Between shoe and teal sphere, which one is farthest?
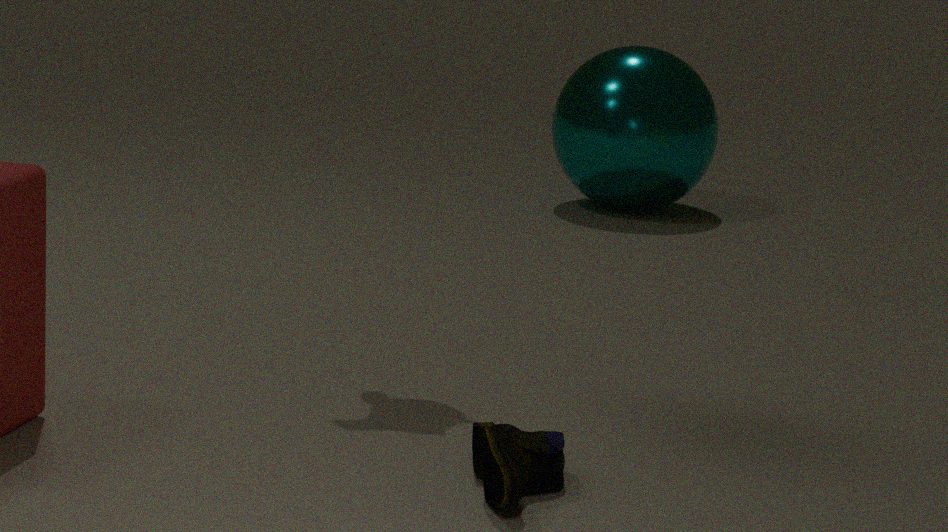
teal sphere
